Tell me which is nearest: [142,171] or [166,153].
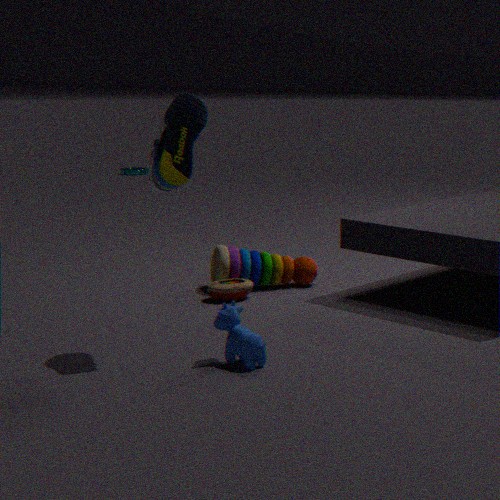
[166,153]
